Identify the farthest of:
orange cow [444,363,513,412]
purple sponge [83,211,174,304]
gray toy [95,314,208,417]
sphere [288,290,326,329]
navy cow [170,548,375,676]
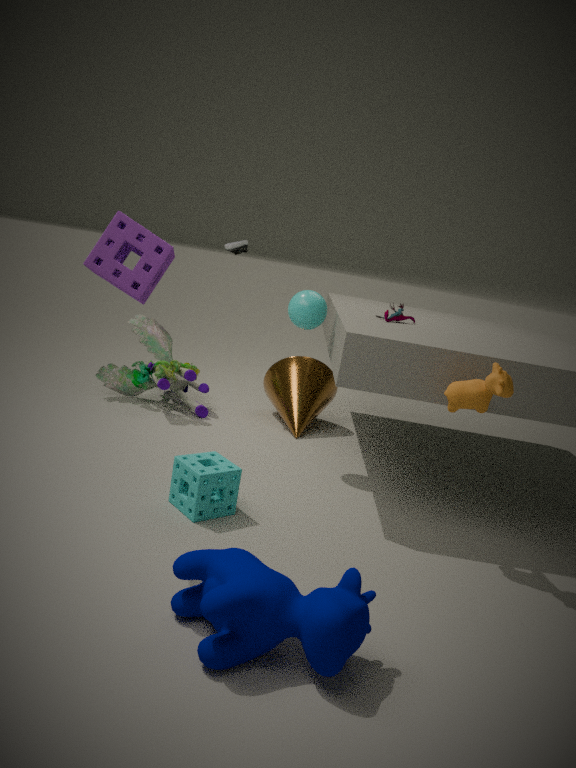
gray toy [95,314,208,417]
